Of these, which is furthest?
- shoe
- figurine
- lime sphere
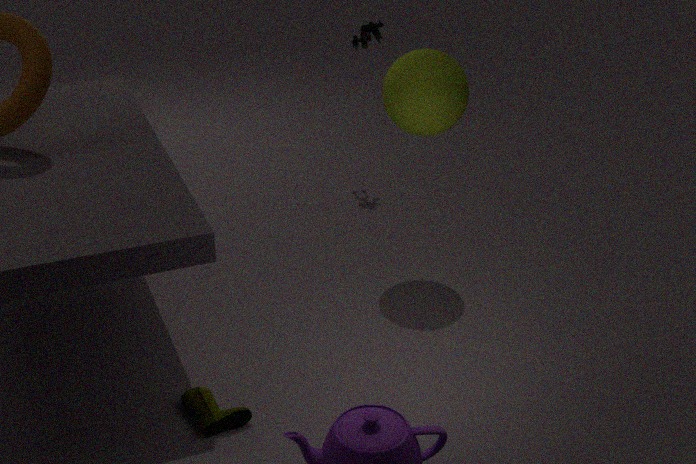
figurine
